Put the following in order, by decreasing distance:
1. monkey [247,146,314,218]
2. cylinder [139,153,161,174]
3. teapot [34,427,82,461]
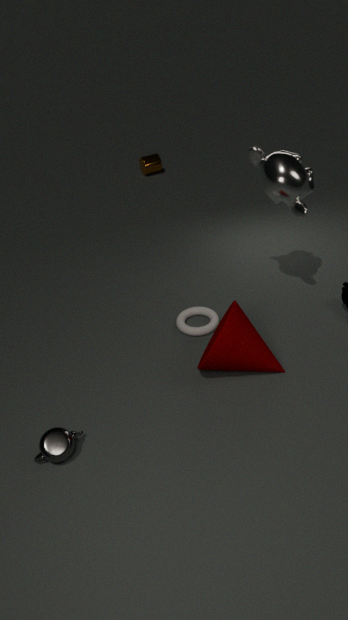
cylinder [139,153,161,174] < monkey [247,146,314,218] < teapot [34,427,82,461]
